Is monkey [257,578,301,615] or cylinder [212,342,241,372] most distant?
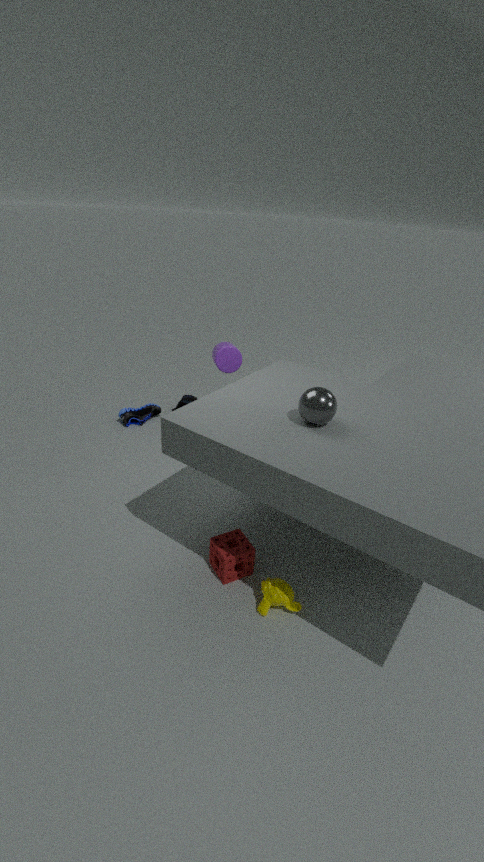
cylinder [212,342,241,372]
